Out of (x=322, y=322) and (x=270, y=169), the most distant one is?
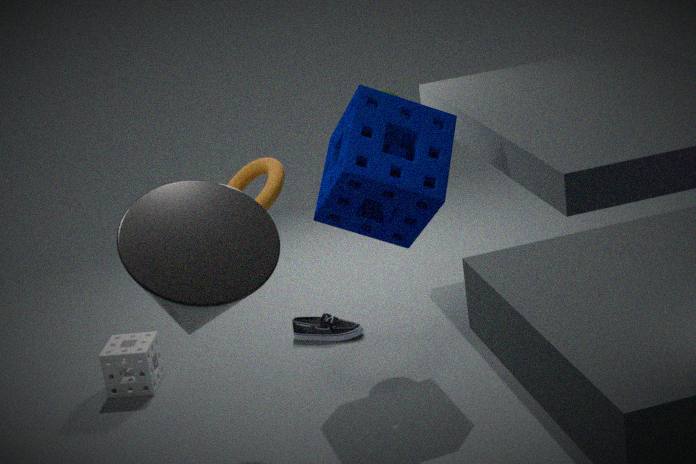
(x=322, y=322)
